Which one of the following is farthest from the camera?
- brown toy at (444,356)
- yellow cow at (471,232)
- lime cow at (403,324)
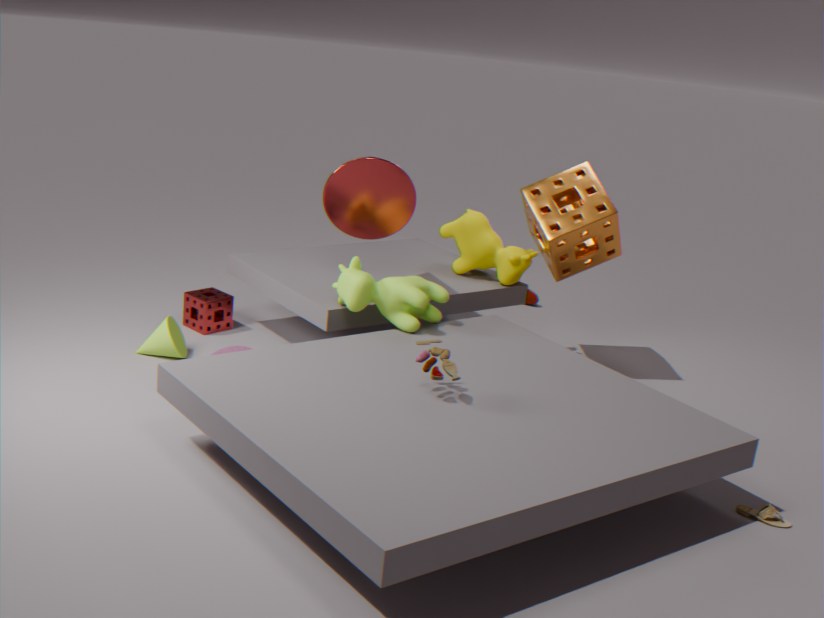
yellow cow at (471,232)
